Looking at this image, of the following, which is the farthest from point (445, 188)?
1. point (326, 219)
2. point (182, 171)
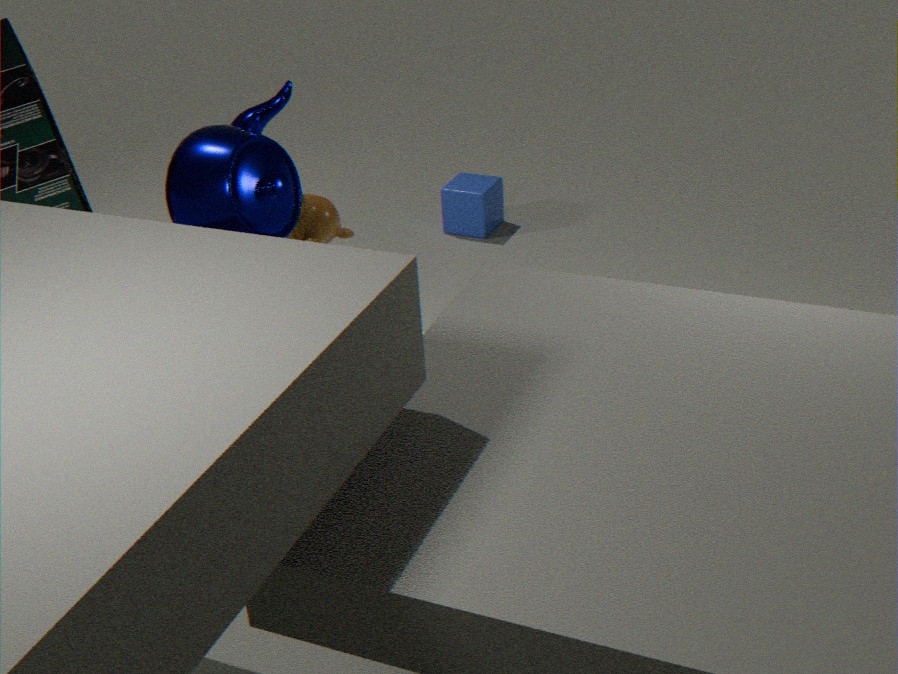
point (182, 171)
